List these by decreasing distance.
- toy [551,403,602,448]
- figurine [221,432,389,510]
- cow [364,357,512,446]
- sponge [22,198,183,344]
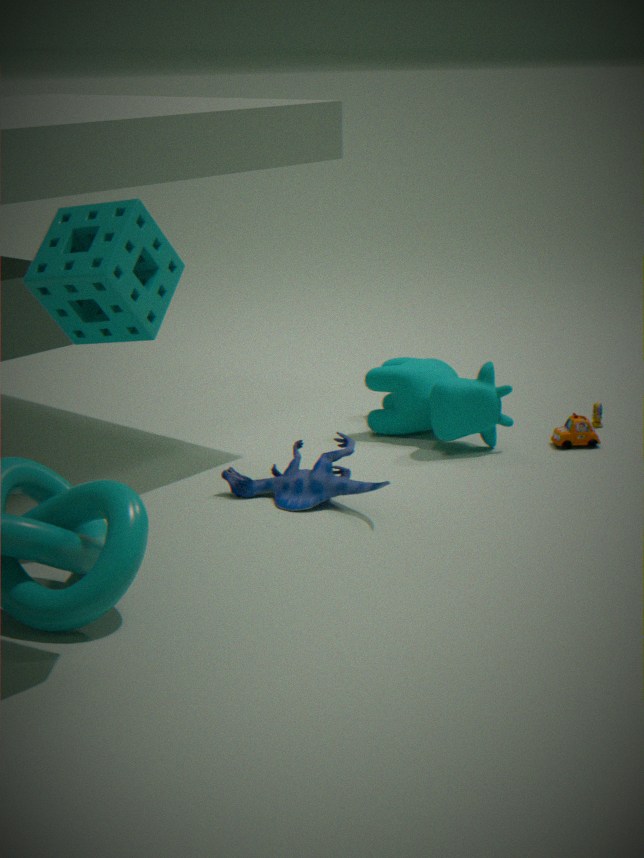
toy [551,403,602,448], cow [364,357,512,446], figurine [221,432,389,510], sponge [22,198,183,344]
